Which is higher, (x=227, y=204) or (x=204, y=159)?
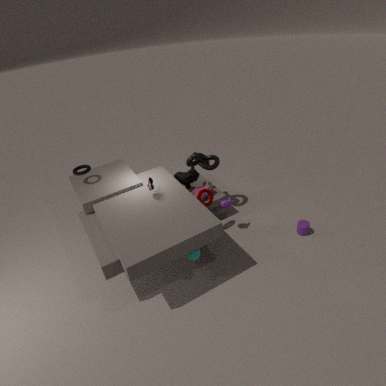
(x=204, y=159)
